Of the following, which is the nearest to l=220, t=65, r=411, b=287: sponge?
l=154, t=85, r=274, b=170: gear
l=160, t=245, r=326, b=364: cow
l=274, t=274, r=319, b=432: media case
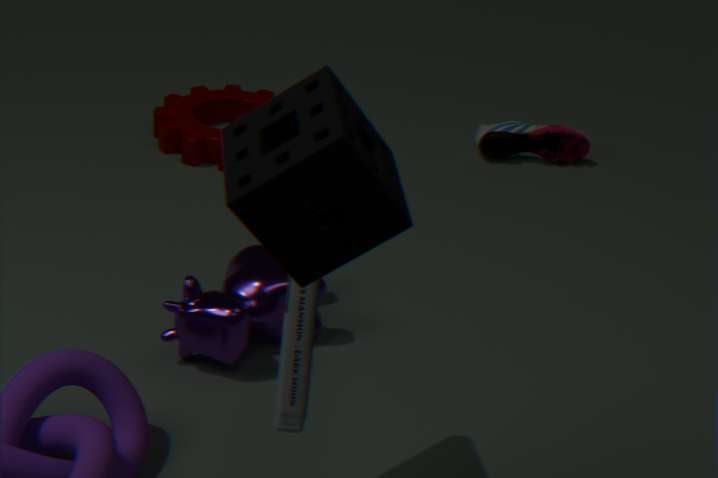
l=274, t=274, r=319, b=432: media case
